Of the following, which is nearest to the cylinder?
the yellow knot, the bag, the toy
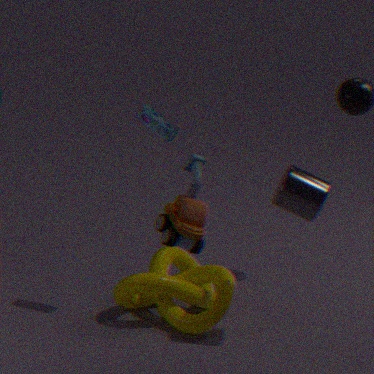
the yellow knot
